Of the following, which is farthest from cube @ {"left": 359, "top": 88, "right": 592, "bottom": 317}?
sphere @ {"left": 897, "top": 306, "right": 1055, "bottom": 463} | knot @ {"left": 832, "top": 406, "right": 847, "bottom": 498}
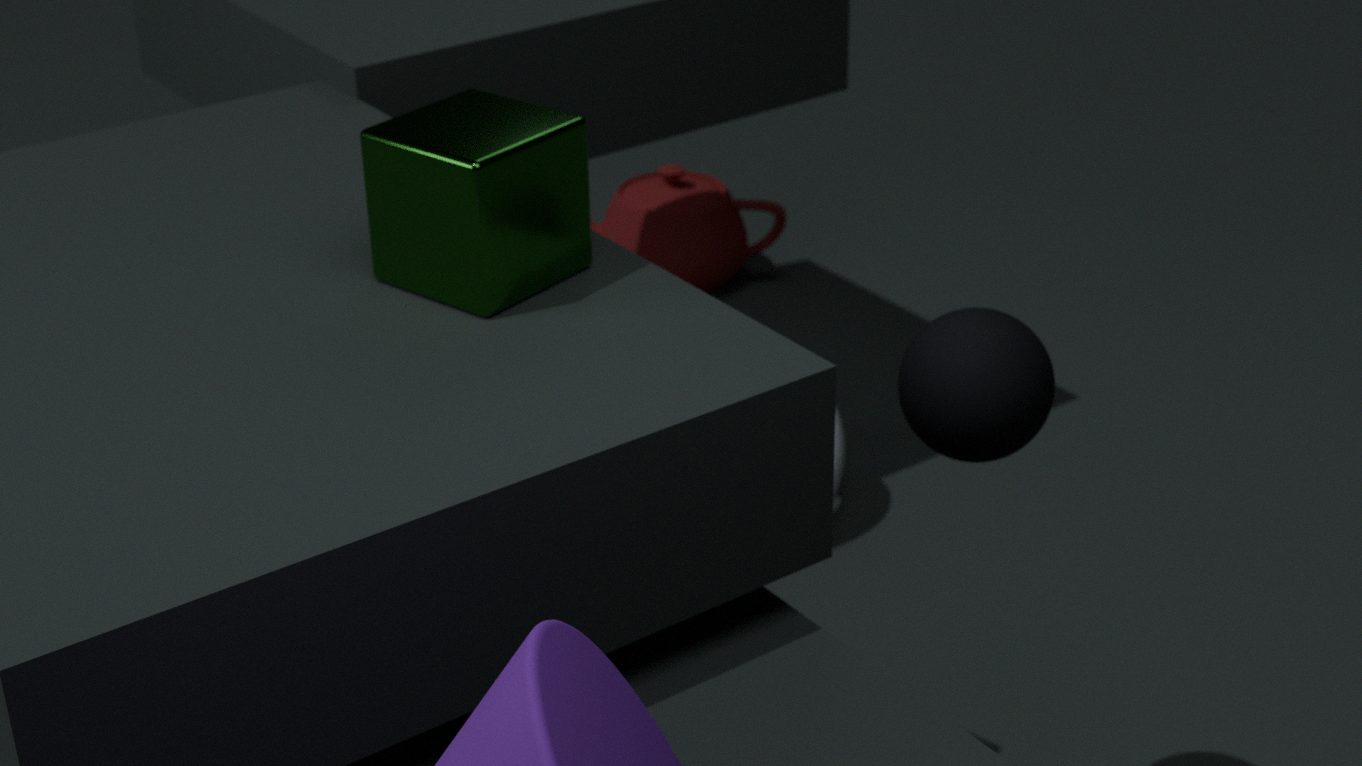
knot @ {"left": 832, "top": 406, "right": 847, "bottom": 498}
